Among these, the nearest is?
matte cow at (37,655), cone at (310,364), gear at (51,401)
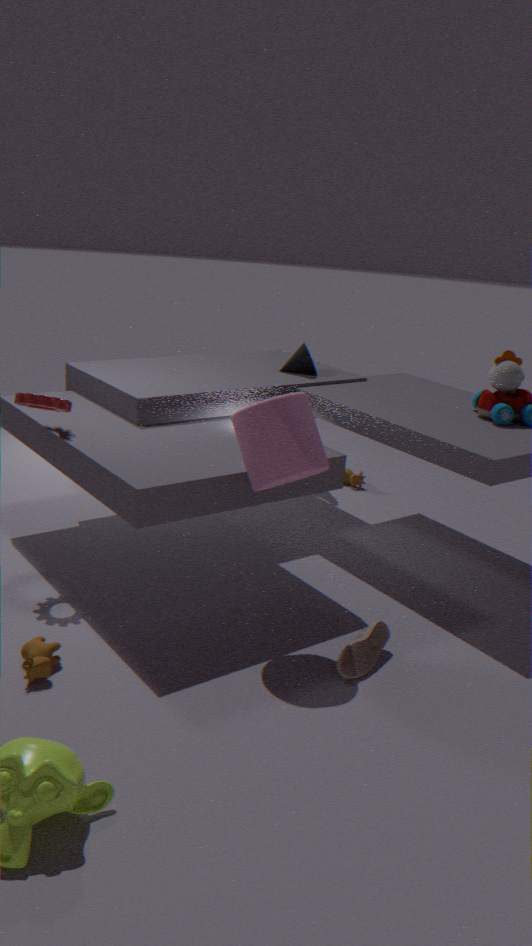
matte cow at (37,655)
